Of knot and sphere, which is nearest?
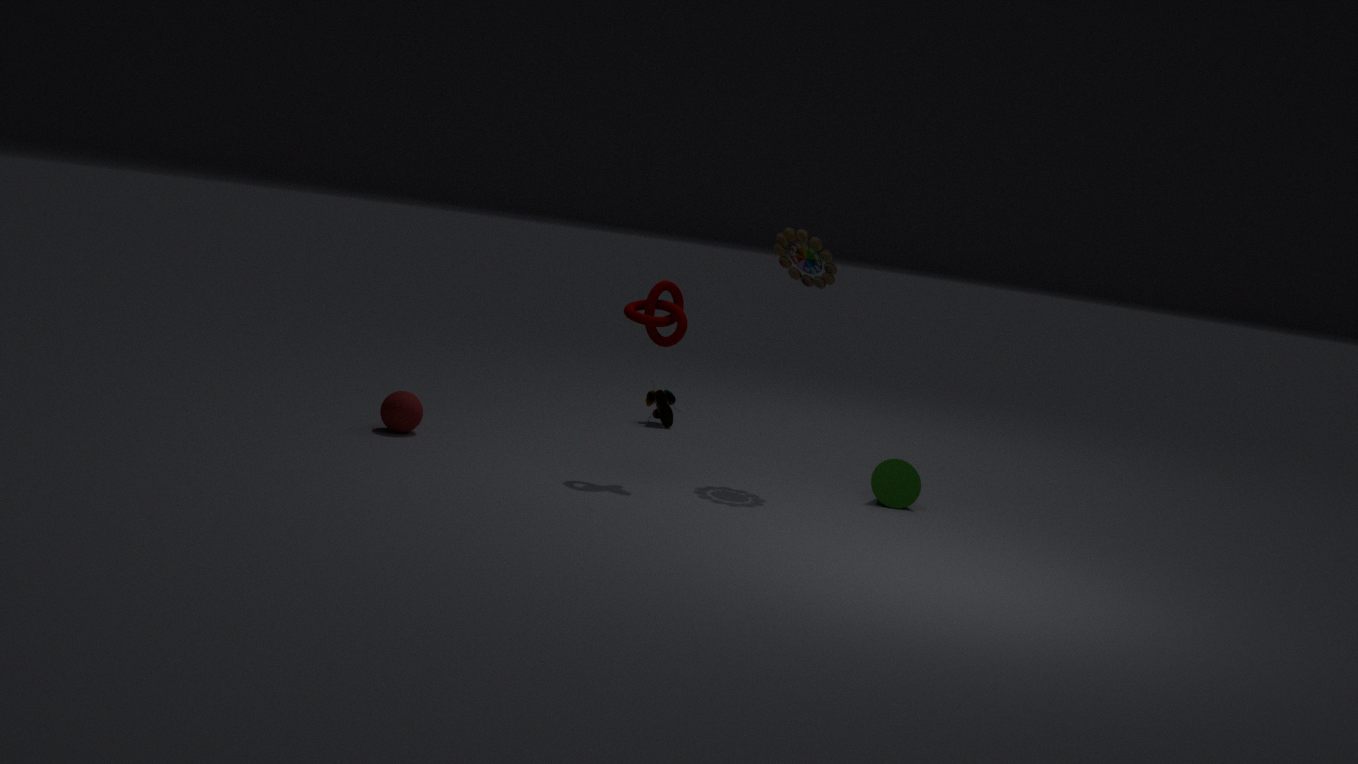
knot
